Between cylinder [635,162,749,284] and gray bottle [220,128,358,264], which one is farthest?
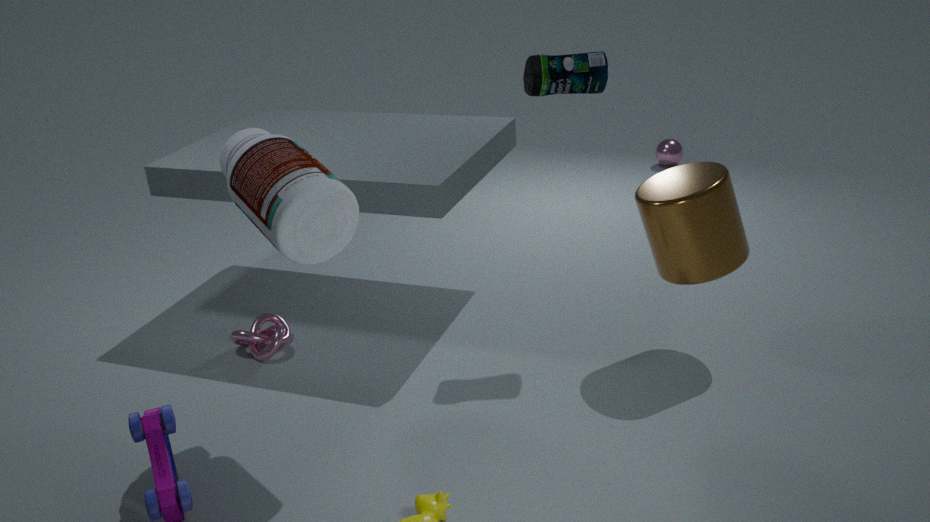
cylinder [635,162,749,284]
